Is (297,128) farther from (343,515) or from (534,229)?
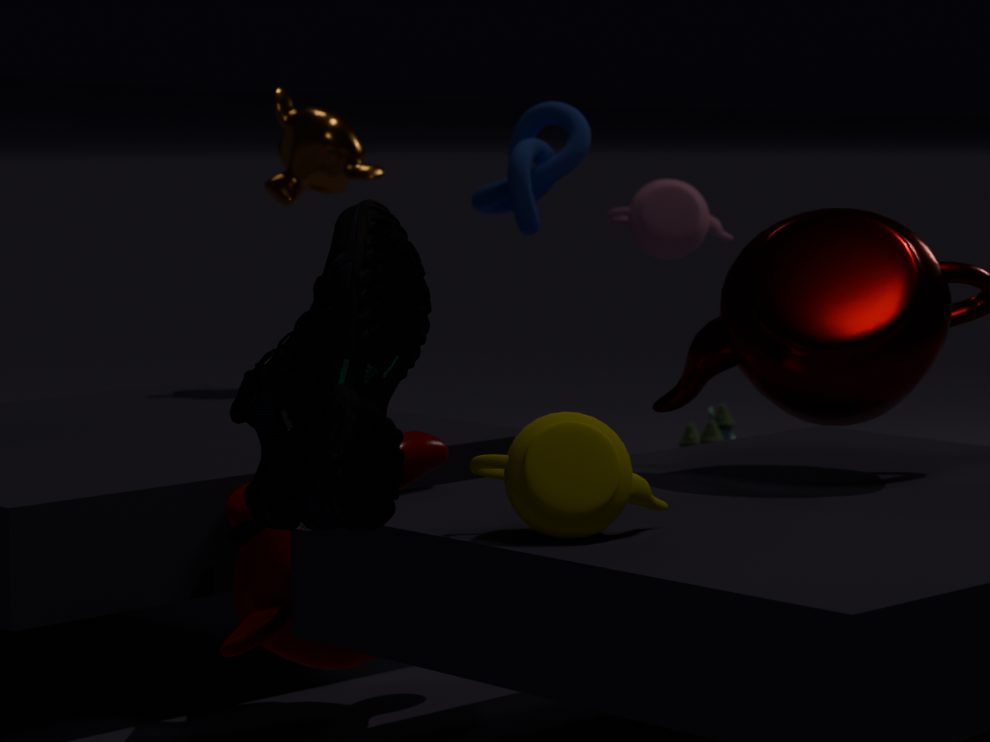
(343,515)
